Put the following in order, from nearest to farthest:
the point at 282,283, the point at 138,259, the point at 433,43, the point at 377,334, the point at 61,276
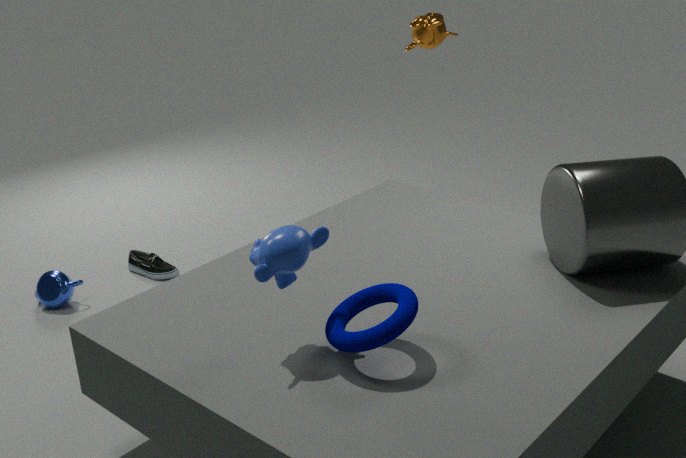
the point at 377,334
the point at 282,283
the point at 61,276
the point at 433,43
the point at 138,259
